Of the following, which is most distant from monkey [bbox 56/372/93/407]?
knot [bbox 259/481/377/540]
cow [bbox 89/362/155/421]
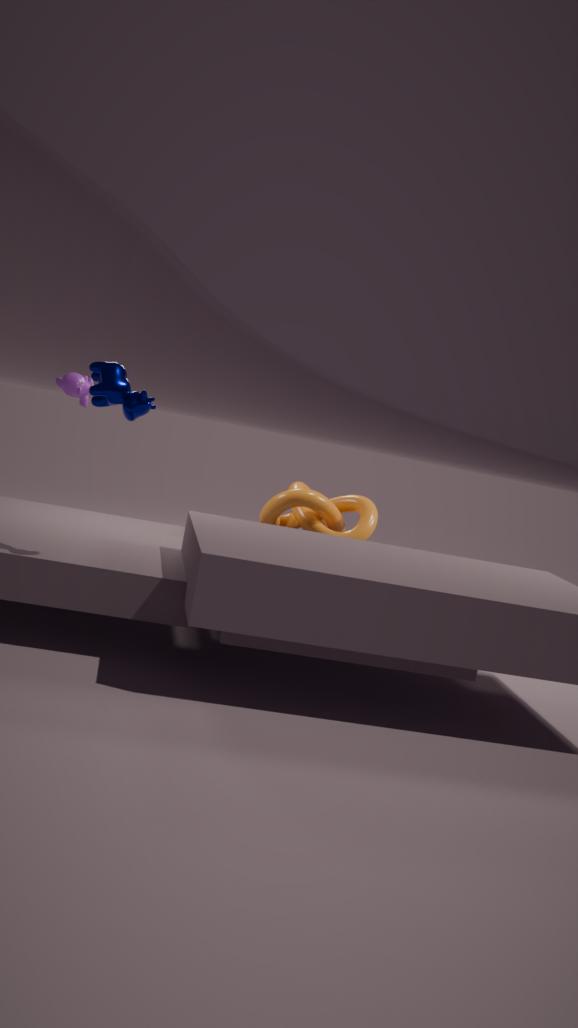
cow [bbox 89/362/155/421]
